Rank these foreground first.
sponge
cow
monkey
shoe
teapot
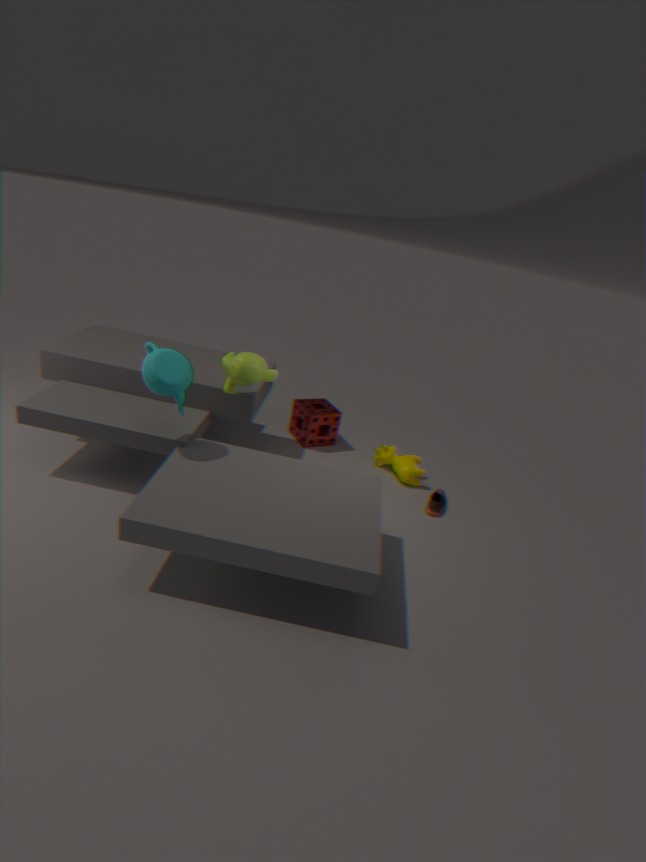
teapot
monkey
shoe
cow
sponge
